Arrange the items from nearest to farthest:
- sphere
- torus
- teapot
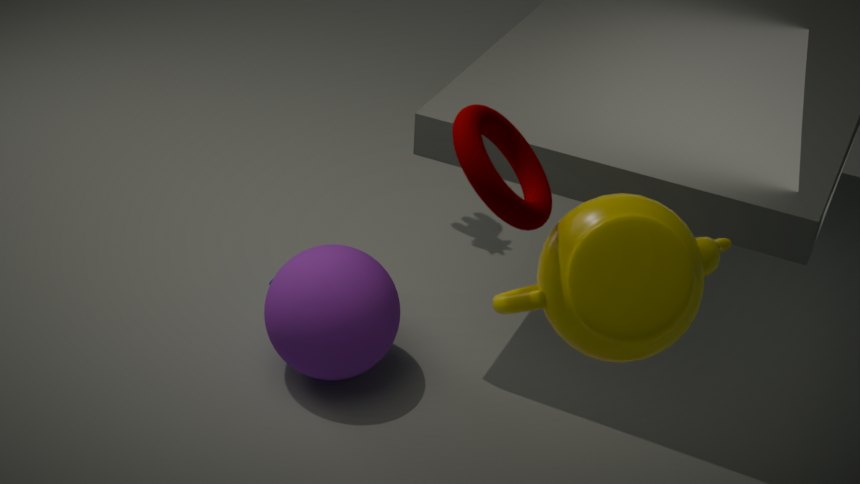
1. torus
2. teapot
3. sphere
